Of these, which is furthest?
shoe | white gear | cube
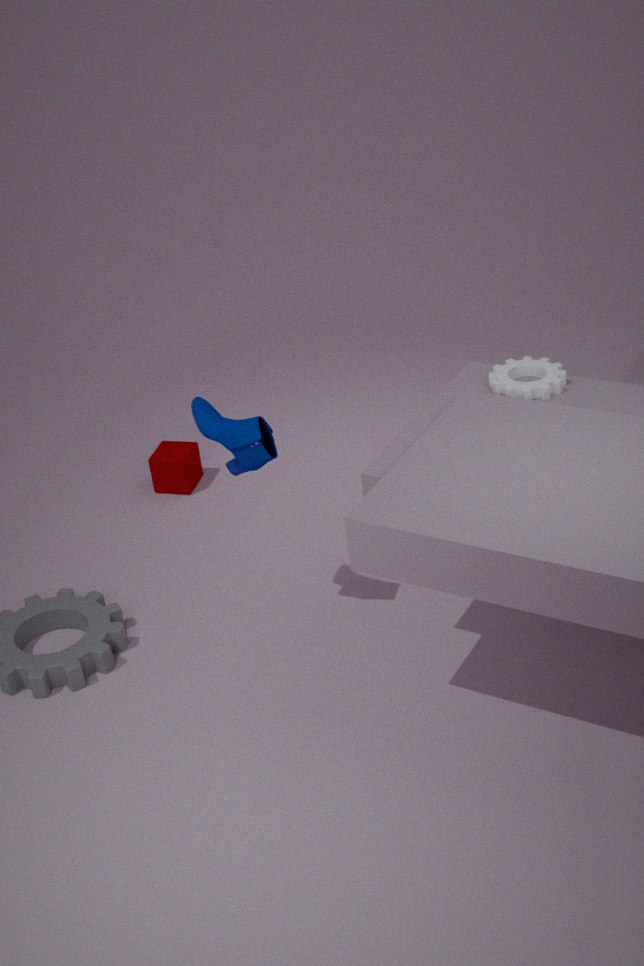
cube
